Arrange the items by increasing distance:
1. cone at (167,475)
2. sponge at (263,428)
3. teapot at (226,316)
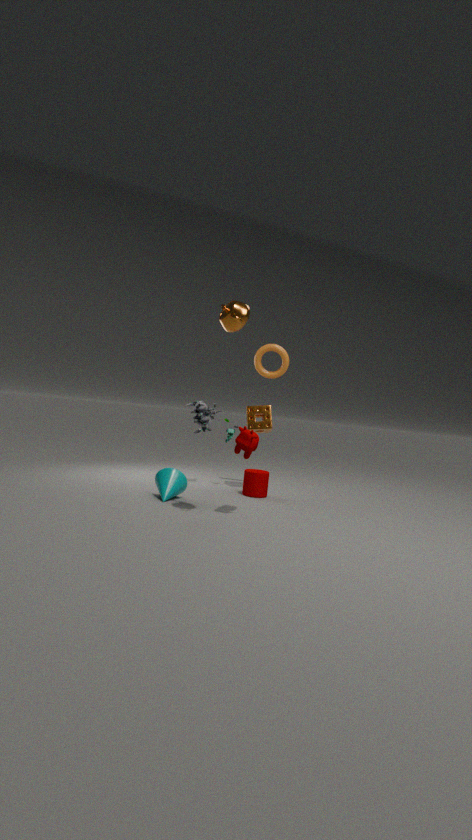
teapot at (226,316) < cone at (167,475) < sponge at (263,428)
